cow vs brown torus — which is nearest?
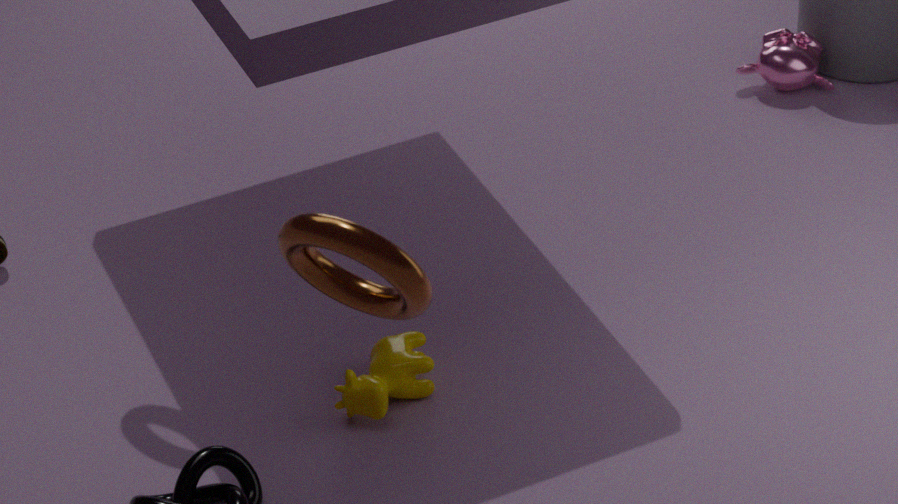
brown torus
